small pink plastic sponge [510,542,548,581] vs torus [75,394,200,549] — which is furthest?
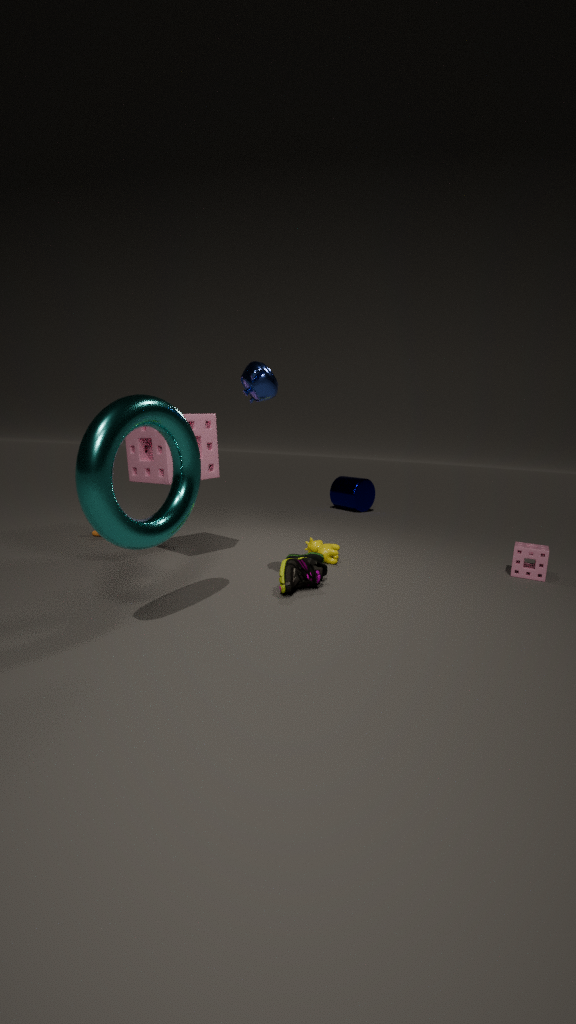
small pink plastic sponge [510,542,548,581]
